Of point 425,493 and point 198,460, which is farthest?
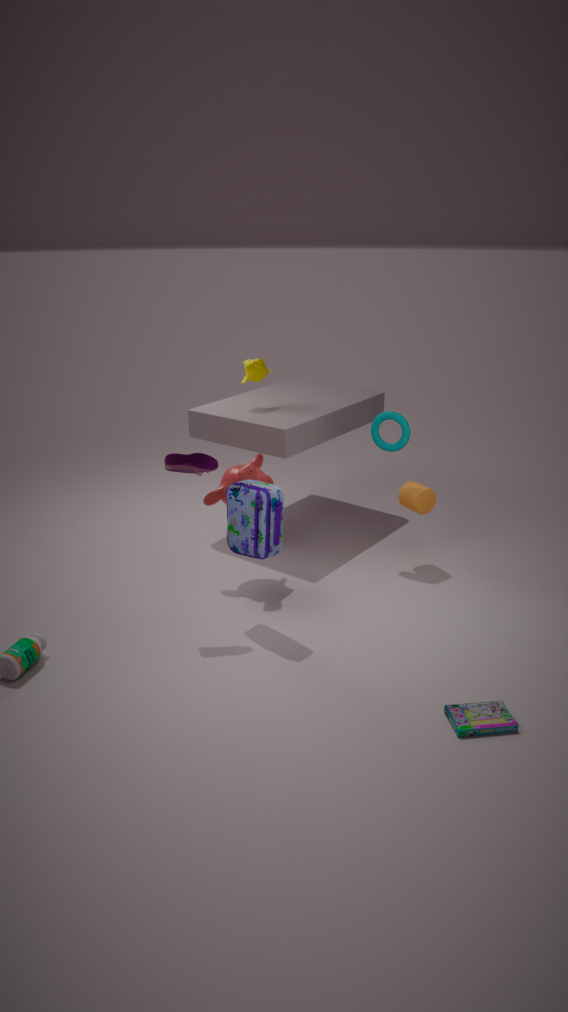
point 425,493
